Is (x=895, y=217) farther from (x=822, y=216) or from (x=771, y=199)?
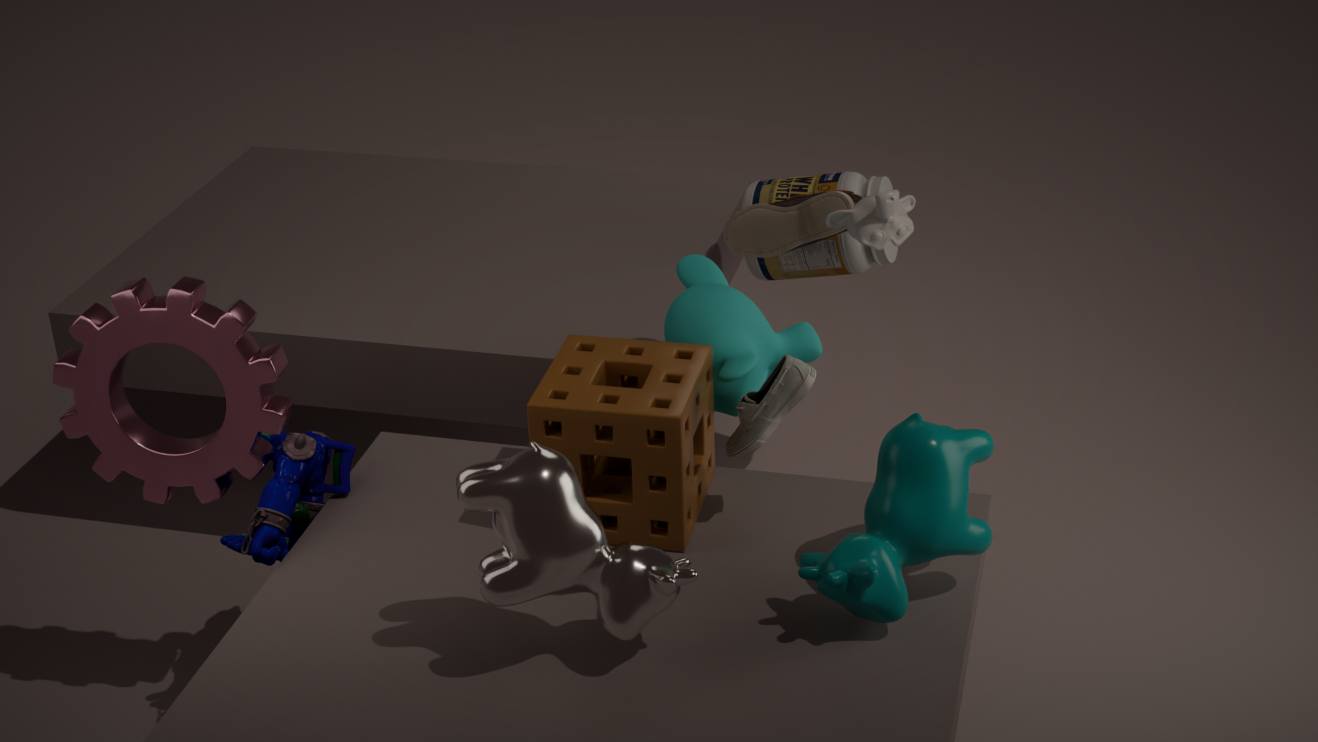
(x=771, y=199)
